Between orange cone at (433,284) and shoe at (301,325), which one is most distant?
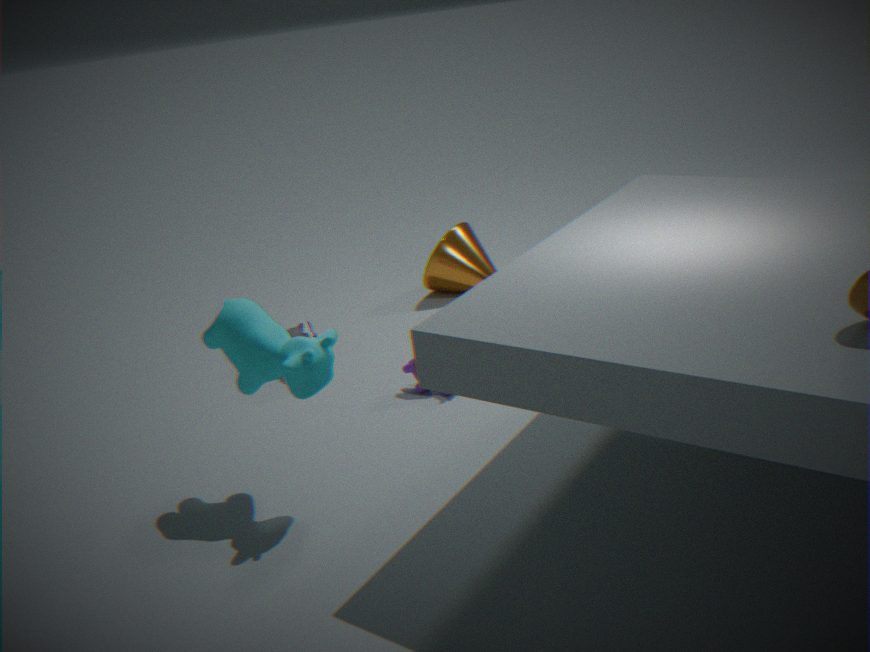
orange cone at (433,284)
